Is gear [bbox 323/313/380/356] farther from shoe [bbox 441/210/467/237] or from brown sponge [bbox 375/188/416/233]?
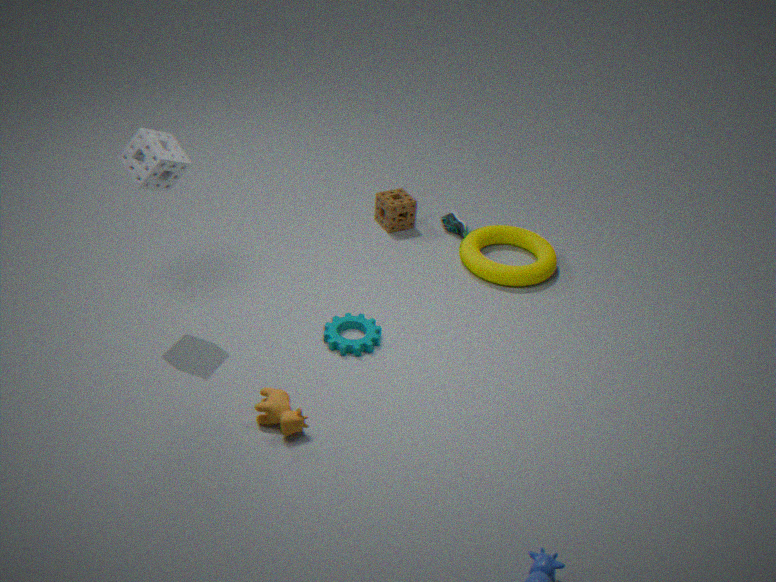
shoe [bbox 441/210/467/237]
